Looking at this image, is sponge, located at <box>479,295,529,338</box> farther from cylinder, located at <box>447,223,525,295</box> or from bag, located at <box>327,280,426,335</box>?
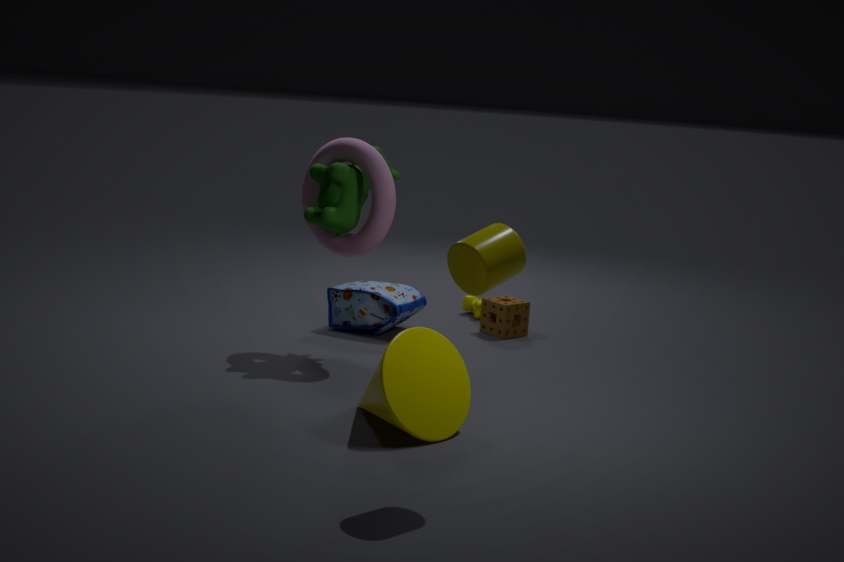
cylinder, located at <box>447,223,525,295</box>
